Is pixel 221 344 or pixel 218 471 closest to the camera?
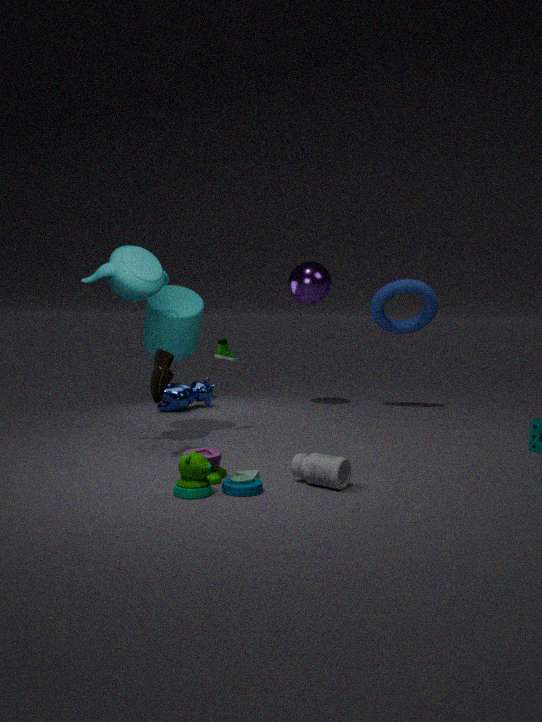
pixel 218 471
